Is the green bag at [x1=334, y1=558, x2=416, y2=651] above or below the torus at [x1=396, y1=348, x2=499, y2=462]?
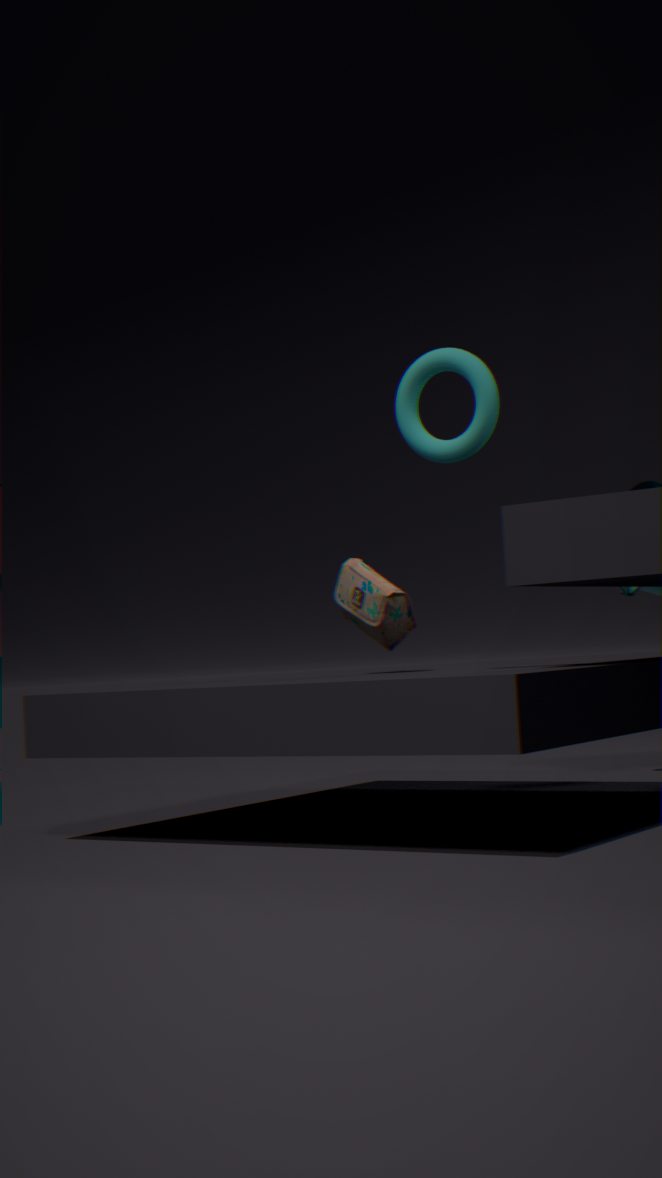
below
